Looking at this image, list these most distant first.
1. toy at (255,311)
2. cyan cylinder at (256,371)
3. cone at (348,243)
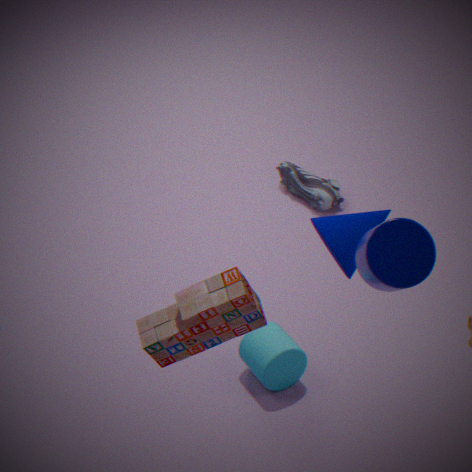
cyan cylinder at (256,371) < cone at (348,243) < toy at (255,311)
